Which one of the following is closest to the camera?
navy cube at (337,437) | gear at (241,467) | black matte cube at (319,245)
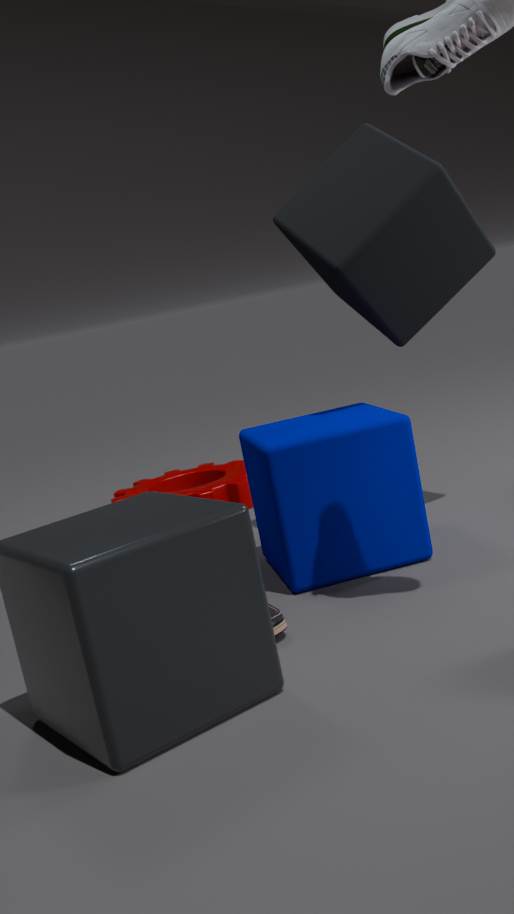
navy cube at (337,437)
